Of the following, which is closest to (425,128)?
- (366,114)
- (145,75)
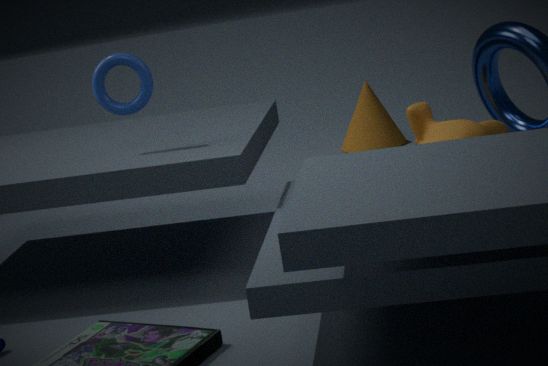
(145,75)
